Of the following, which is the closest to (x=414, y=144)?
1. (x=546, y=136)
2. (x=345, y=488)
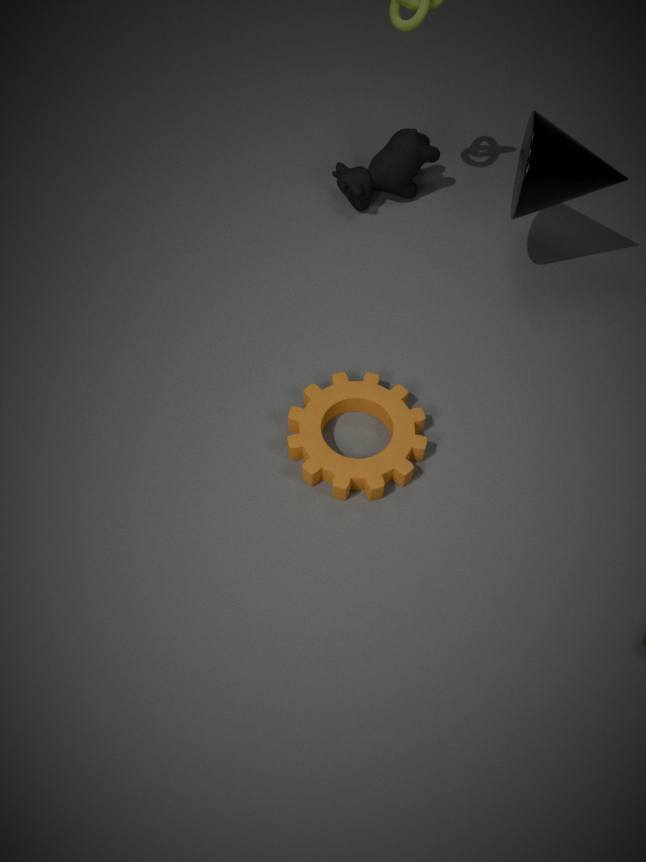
(x=546, y=136)
